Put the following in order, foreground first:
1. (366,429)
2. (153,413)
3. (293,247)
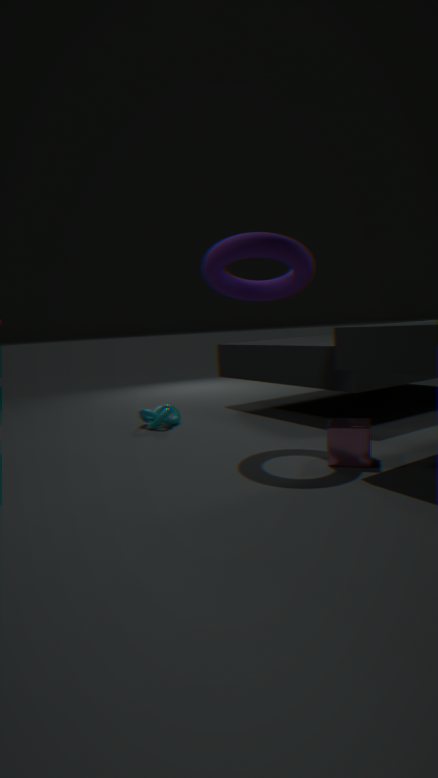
(366,429), (293,247), (153,413)
